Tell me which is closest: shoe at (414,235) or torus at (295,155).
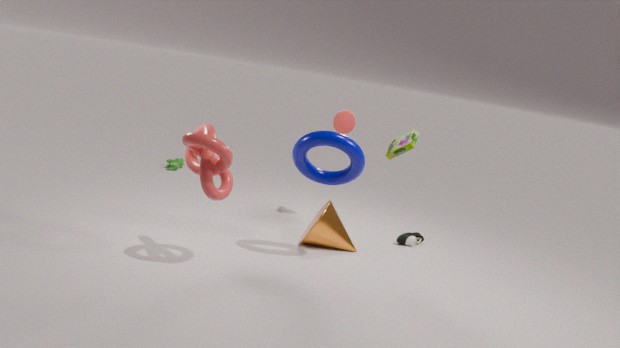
torus at (295,155)
